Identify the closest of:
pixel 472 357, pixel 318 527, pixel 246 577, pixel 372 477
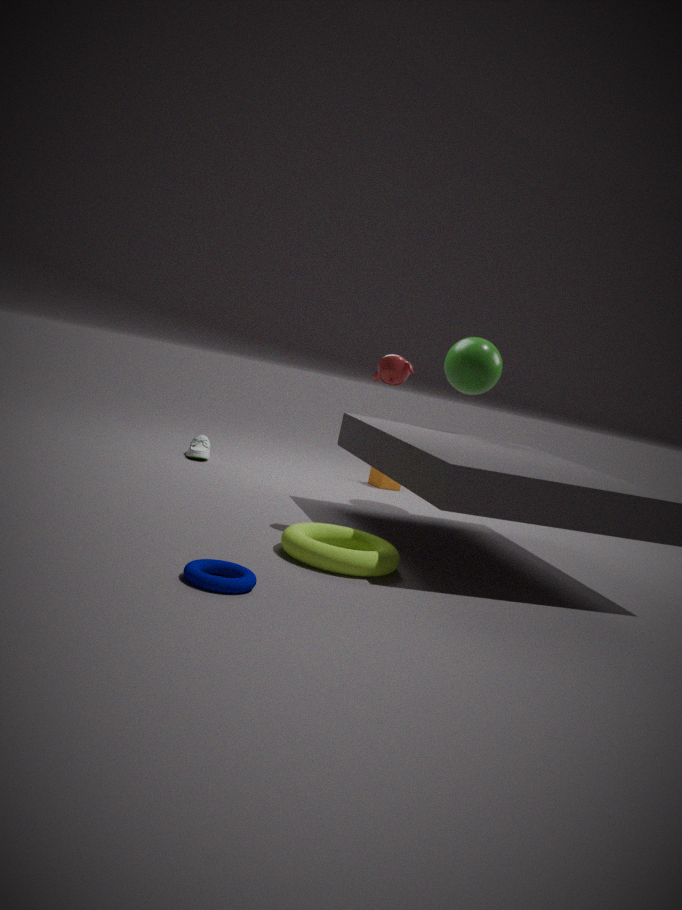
pixel 246 577
